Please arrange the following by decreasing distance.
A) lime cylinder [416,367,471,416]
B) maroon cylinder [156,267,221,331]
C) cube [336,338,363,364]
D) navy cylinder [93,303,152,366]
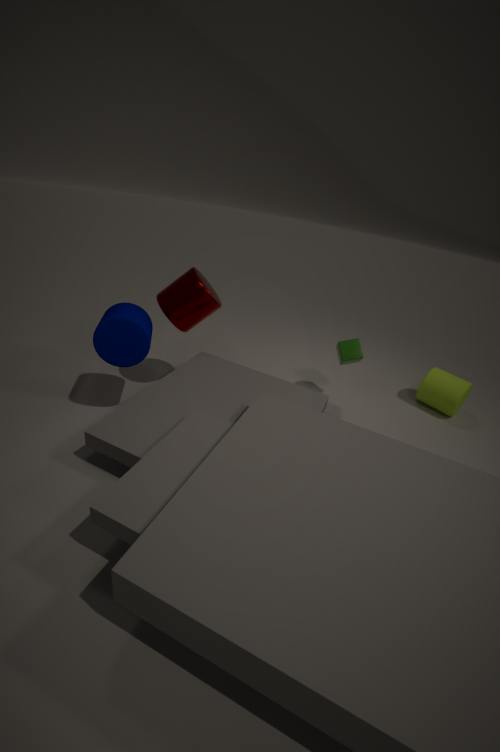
lime cylinder [416,367,471,416] < cube [336,338,363,364] < maroon cylinder [156,267,221,331] < navy cylinder [93,303,152,366]
